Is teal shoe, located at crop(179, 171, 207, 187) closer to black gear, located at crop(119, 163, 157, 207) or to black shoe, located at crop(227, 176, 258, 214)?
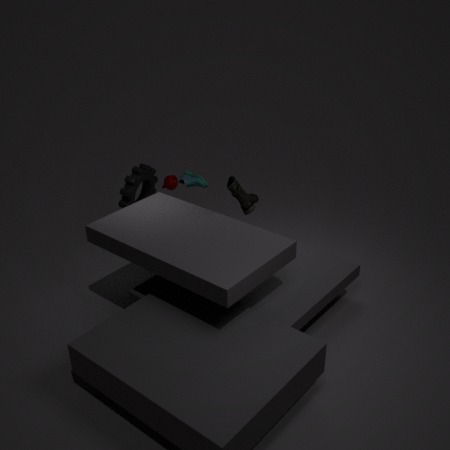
black gear, located at crop(119, 163, 157, 207)
